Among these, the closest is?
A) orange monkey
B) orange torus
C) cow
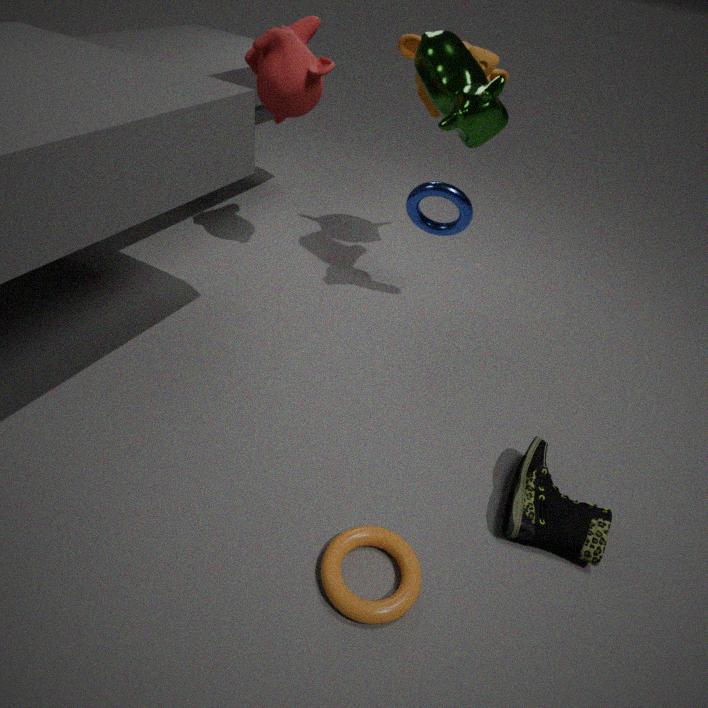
B. orange torus
